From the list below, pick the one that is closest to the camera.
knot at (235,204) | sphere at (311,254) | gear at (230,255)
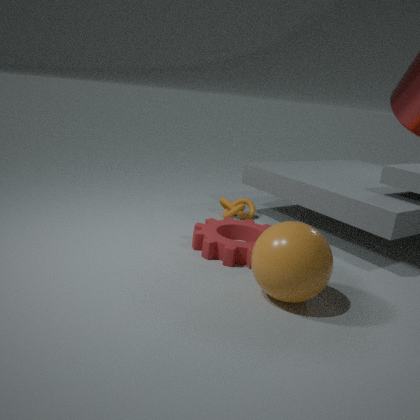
sphere at (311,254)
